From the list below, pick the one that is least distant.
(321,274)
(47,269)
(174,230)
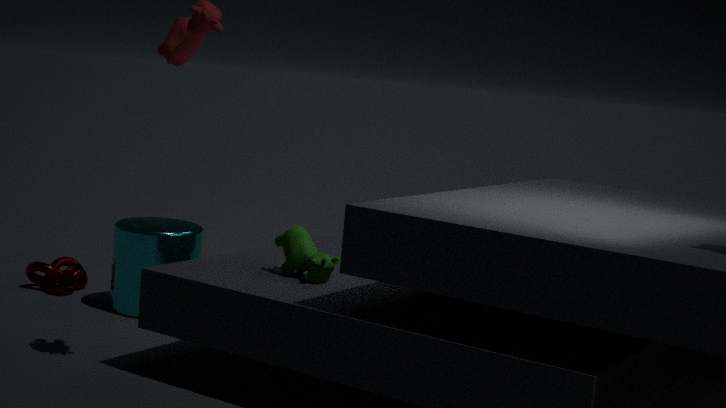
(321,274)
